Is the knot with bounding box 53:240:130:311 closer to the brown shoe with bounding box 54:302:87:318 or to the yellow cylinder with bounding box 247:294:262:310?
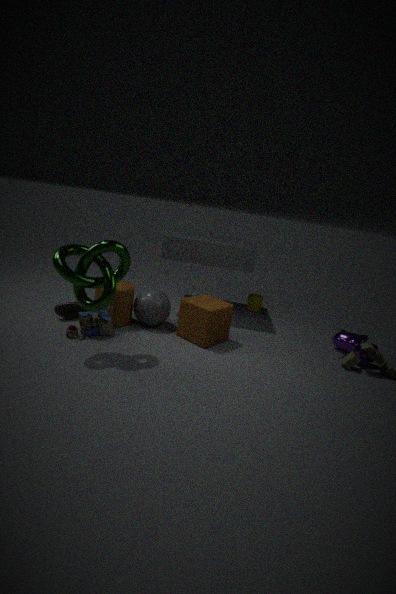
the brown shoe with bounding box 54:302:87:318
